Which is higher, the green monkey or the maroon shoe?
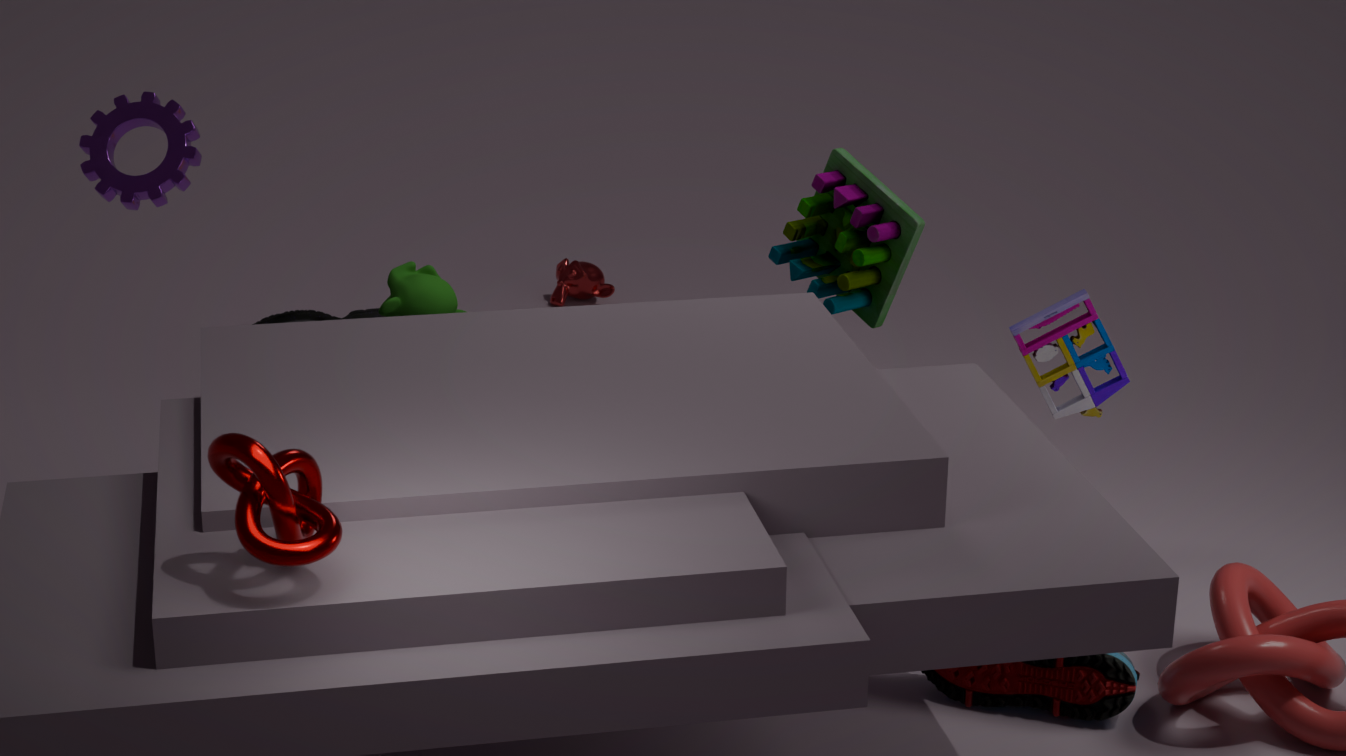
the green monkey
